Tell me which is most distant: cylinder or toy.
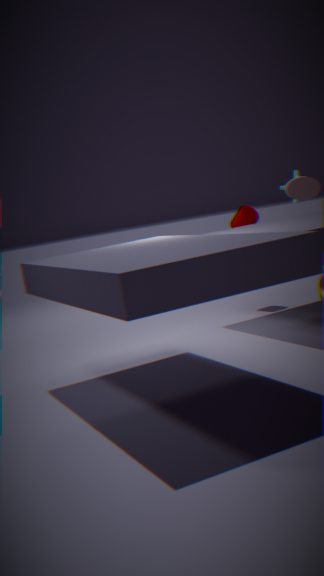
cylinder
